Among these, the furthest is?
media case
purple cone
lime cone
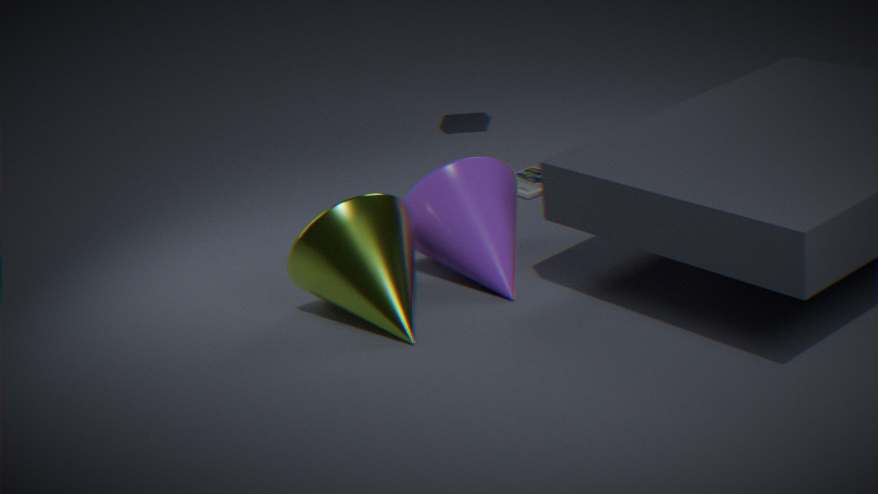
media case
